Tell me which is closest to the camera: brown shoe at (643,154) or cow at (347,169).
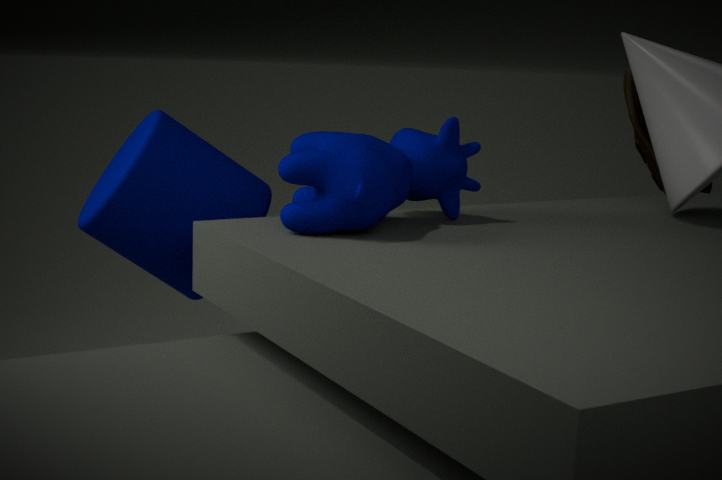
cow at (347,169)
